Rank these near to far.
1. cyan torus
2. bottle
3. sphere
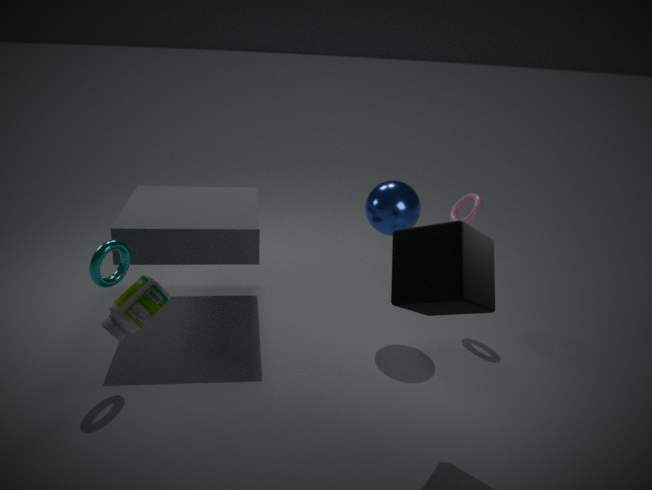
bottle
cyan torus
sphere
